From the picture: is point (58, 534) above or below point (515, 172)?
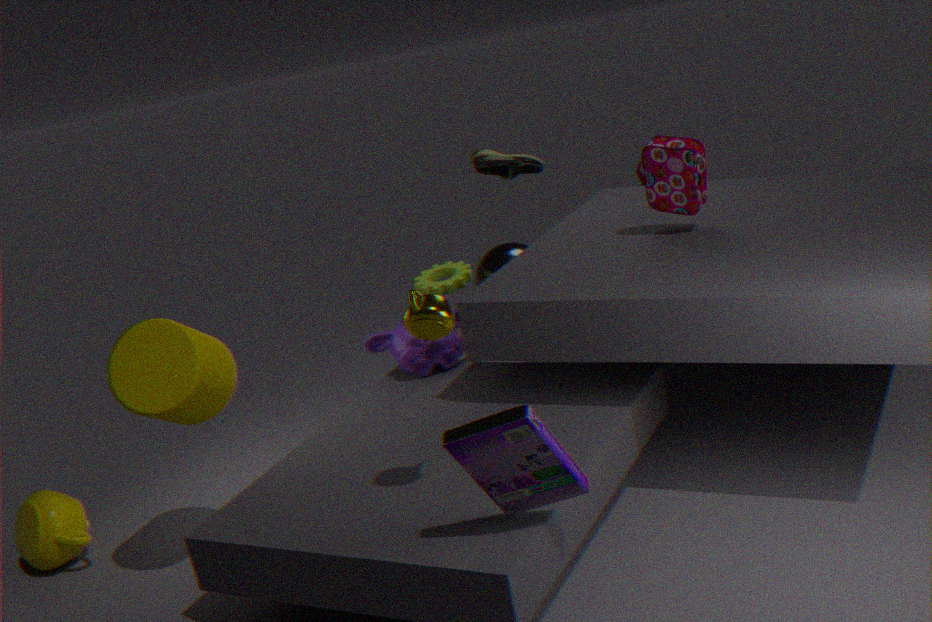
below
